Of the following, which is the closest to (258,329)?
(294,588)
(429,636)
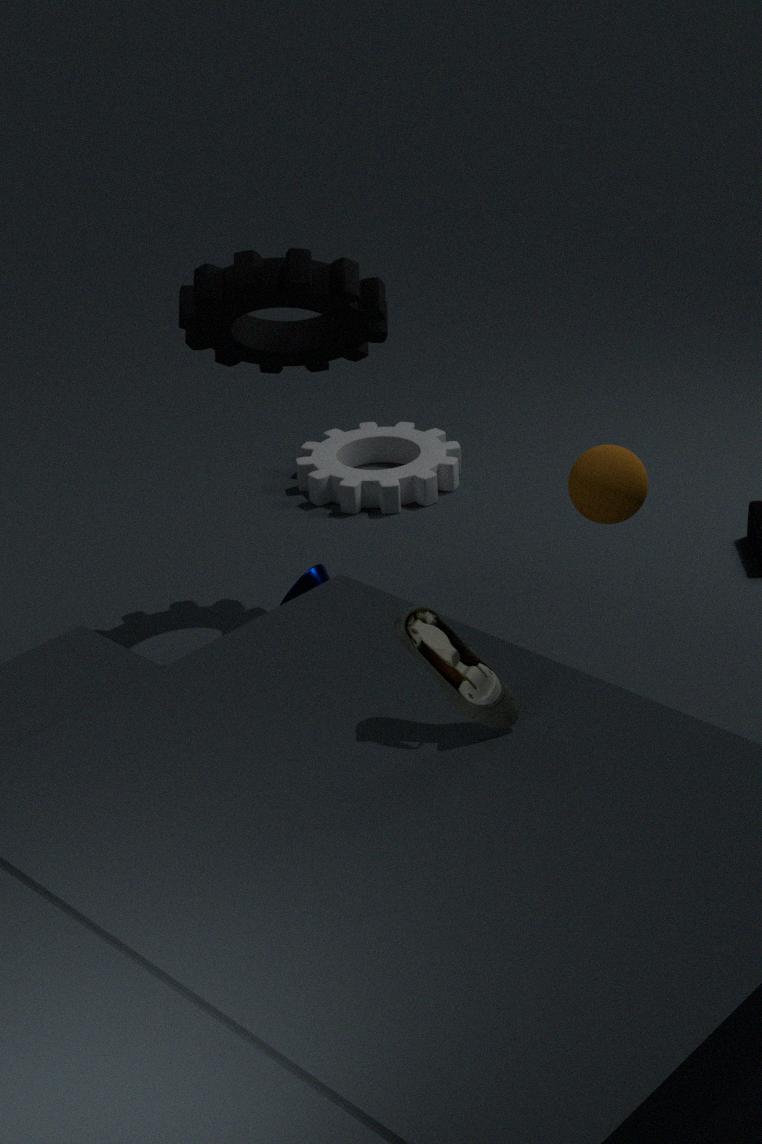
(294,588)
